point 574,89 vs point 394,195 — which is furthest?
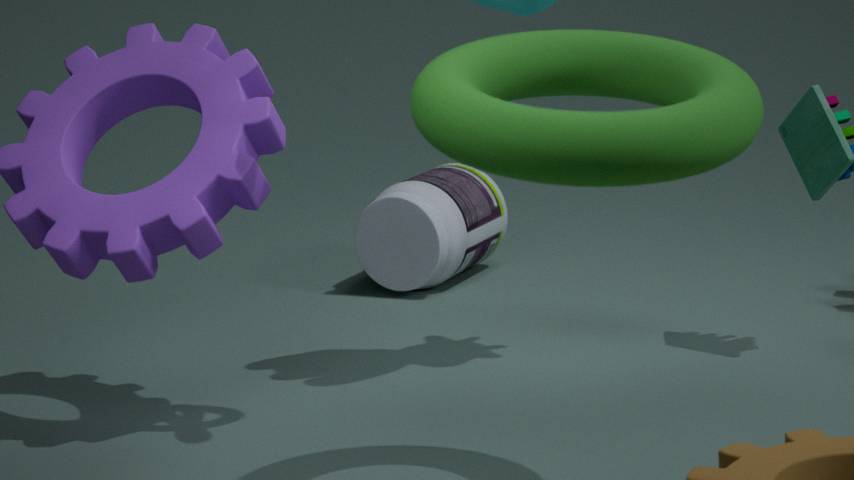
point 394,195
